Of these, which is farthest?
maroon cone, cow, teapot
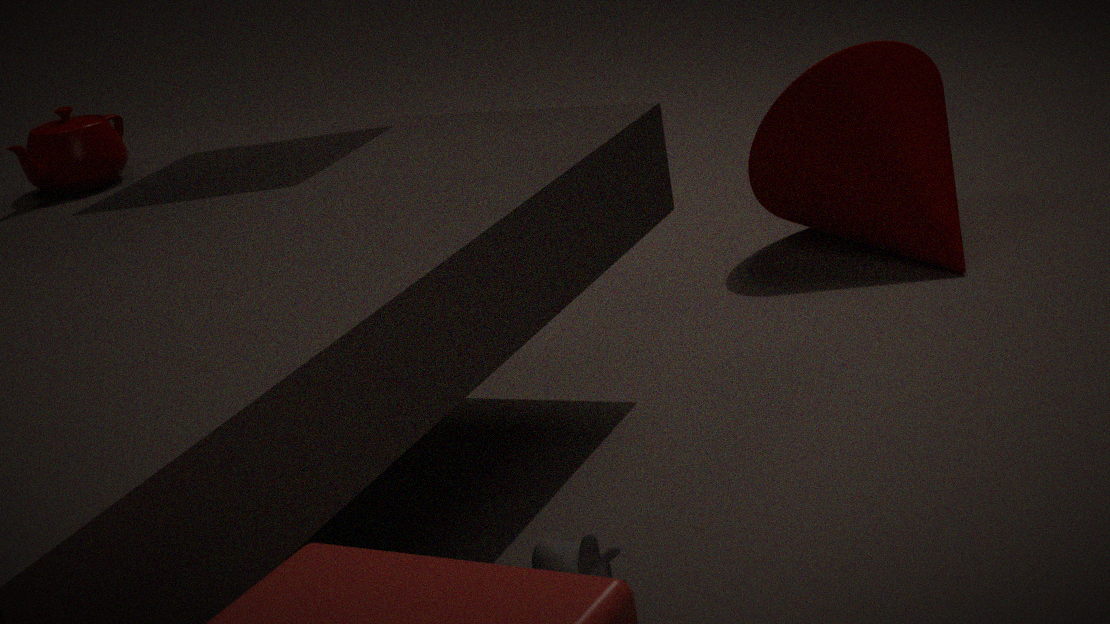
maroon cone
